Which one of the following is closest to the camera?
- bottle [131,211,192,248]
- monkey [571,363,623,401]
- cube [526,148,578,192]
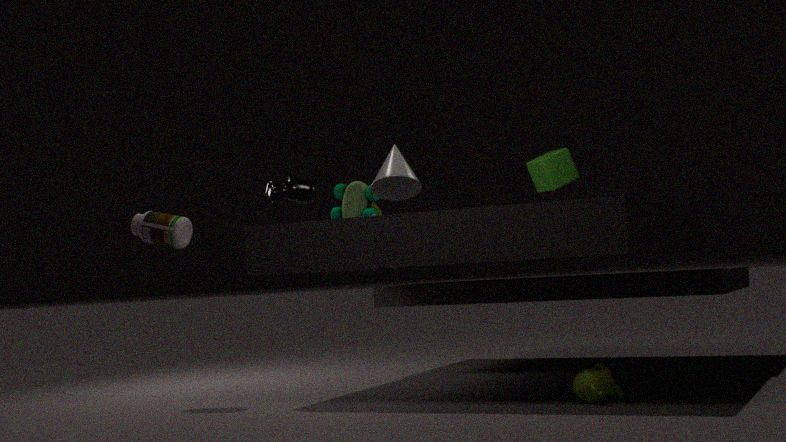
monkey [571,363,623,401]
